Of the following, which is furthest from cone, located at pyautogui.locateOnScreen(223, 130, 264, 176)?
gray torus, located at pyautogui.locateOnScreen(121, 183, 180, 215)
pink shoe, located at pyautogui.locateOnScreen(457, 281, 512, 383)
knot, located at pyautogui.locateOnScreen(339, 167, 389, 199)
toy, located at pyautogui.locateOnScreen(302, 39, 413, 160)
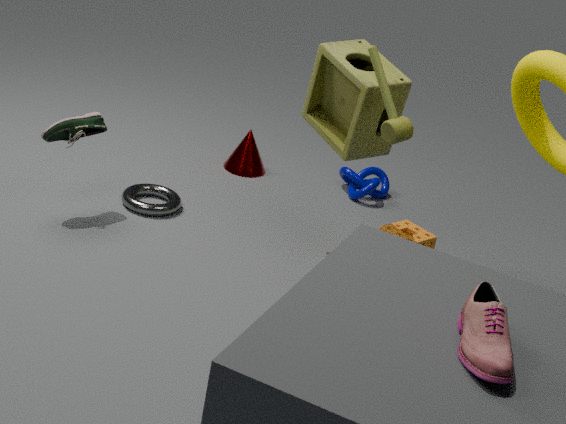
pink shoe, located at pyautogui.locateOnScreen(457, 281, 512, 383)
